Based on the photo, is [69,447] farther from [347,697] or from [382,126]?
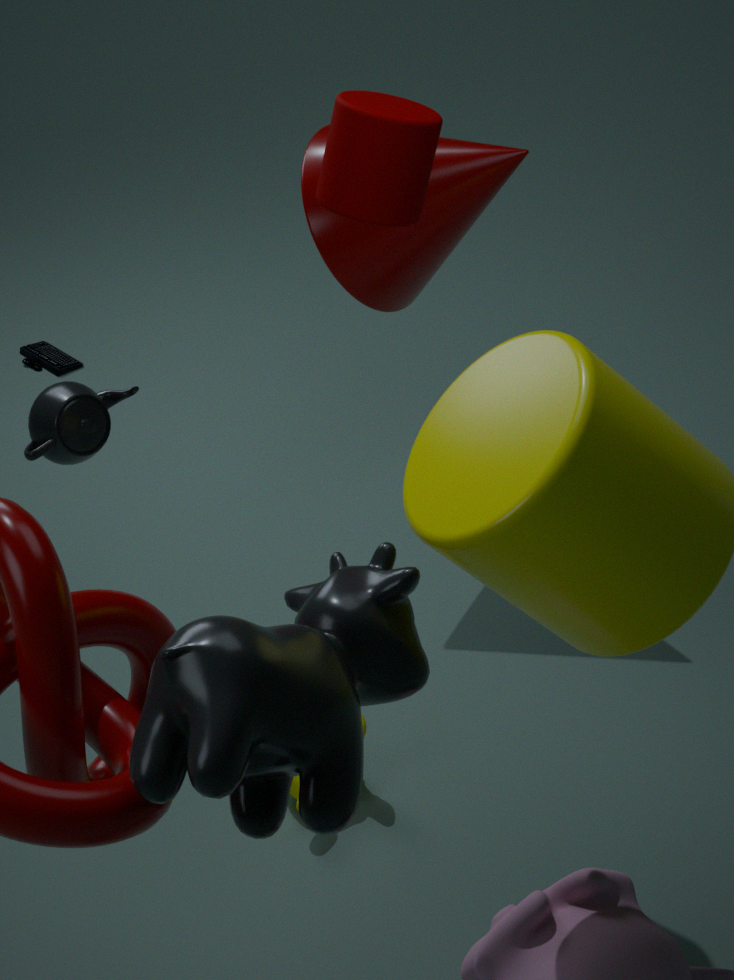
[347,697]
